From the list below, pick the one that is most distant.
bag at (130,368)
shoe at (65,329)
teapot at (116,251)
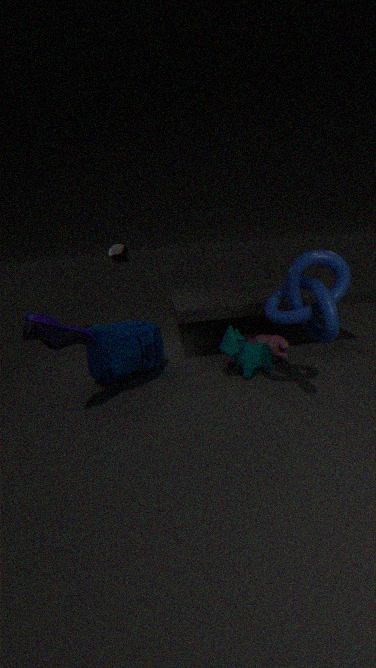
teapot at (116,251)
